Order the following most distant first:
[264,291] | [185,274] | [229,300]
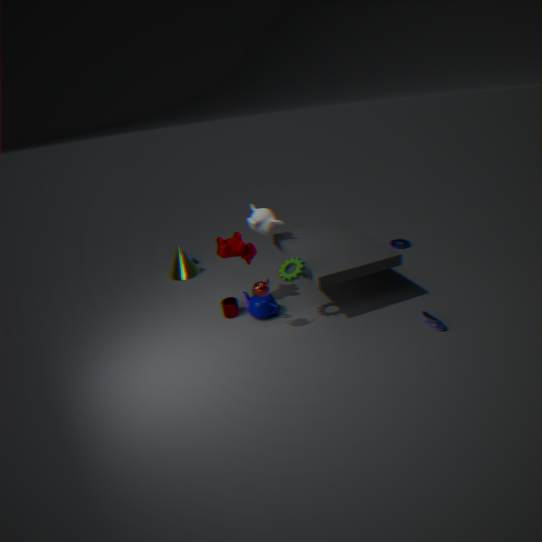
[185,274] → [229,300] → [264,291]
